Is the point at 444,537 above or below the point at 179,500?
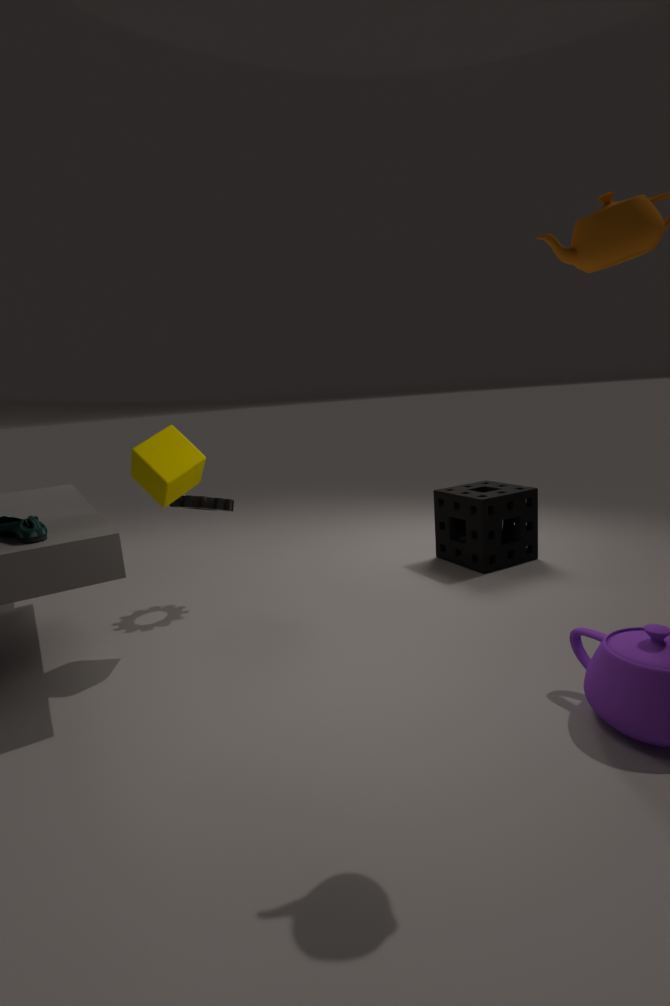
below
